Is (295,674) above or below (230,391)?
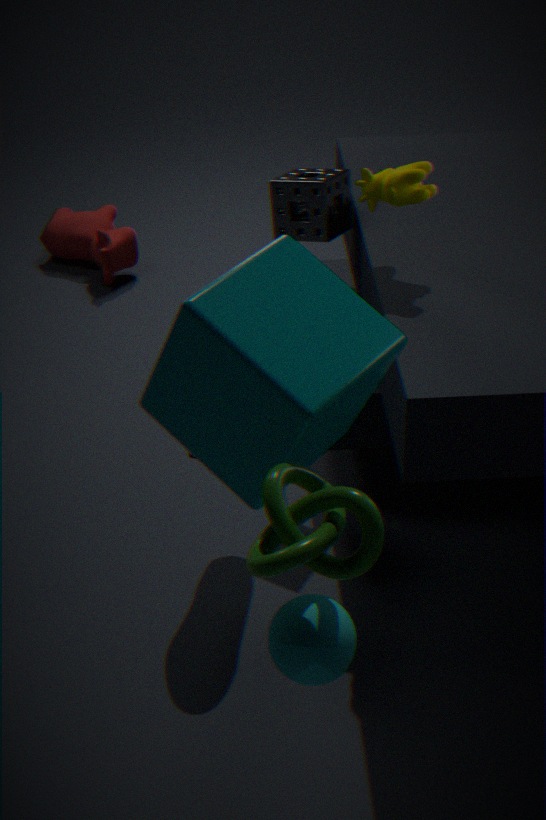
below
